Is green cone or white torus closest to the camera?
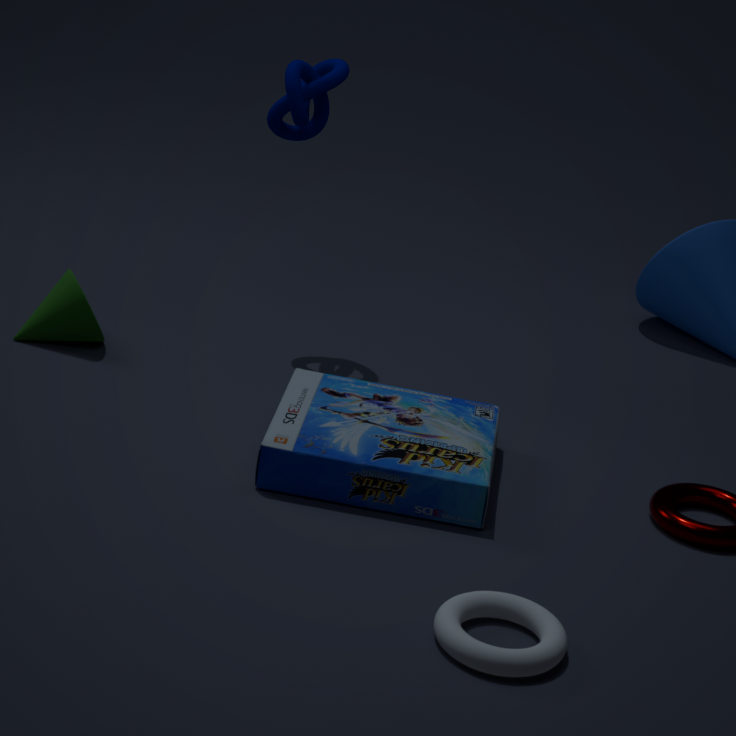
white torus
